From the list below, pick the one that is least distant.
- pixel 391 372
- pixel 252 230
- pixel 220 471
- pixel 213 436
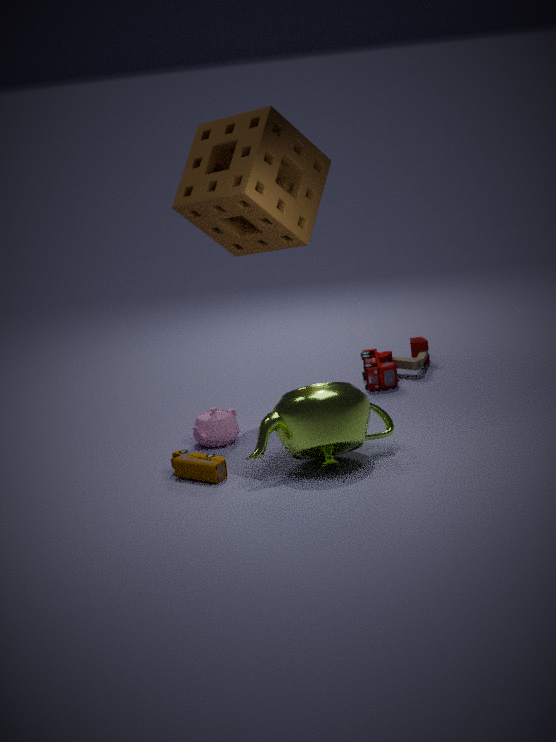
pixel 220 471
